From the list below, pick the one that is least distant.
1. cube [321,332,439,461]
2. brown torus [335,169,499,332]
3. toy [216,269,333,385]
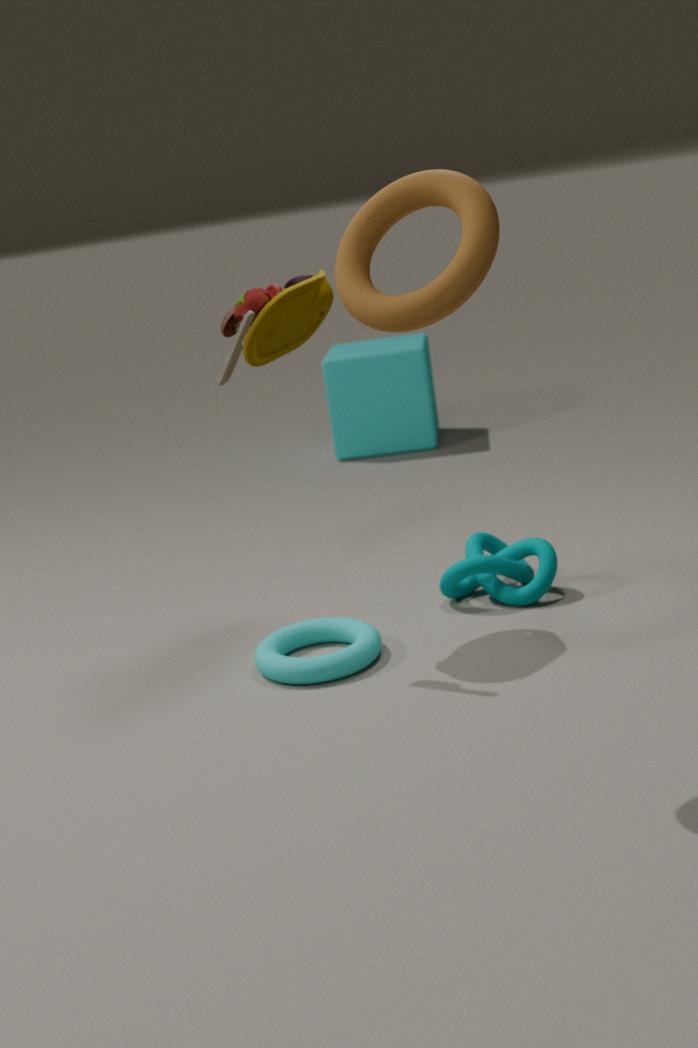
brown torus [335,169,499,332]
